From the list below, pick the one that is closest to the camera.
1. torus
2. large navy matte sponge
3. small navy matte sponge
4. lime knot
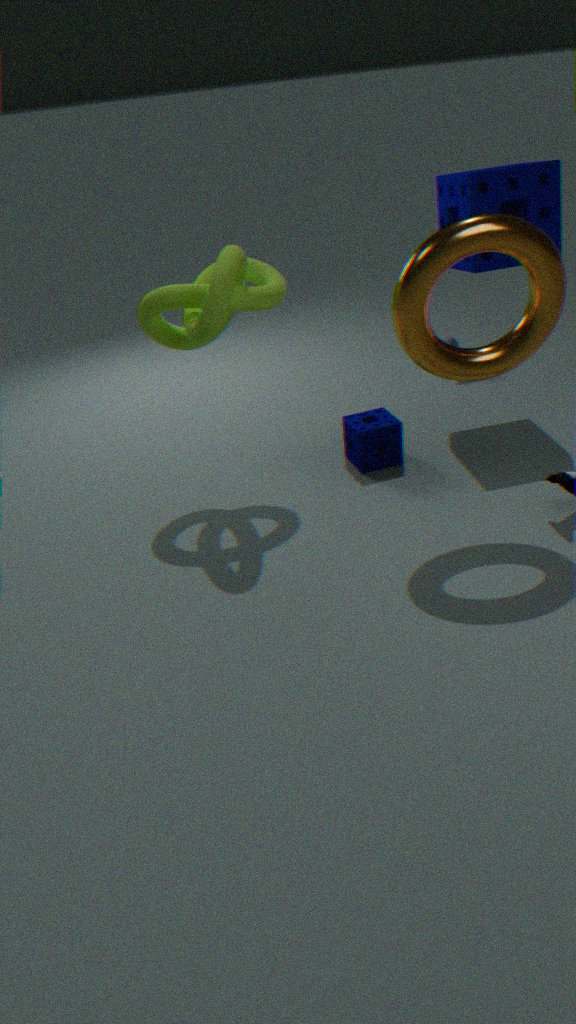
torus
